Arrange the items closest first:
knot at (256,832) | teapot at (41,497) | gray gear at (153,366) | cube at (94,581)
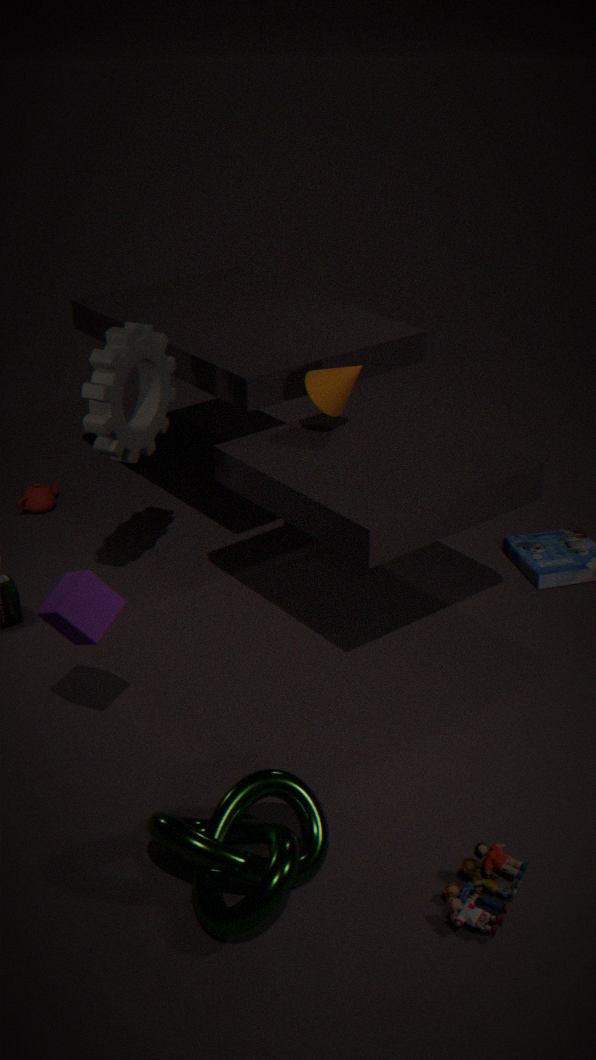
knot at (256,832)
cube at (94,581)
gray gear at (153,366)
teapot at (41,497)
